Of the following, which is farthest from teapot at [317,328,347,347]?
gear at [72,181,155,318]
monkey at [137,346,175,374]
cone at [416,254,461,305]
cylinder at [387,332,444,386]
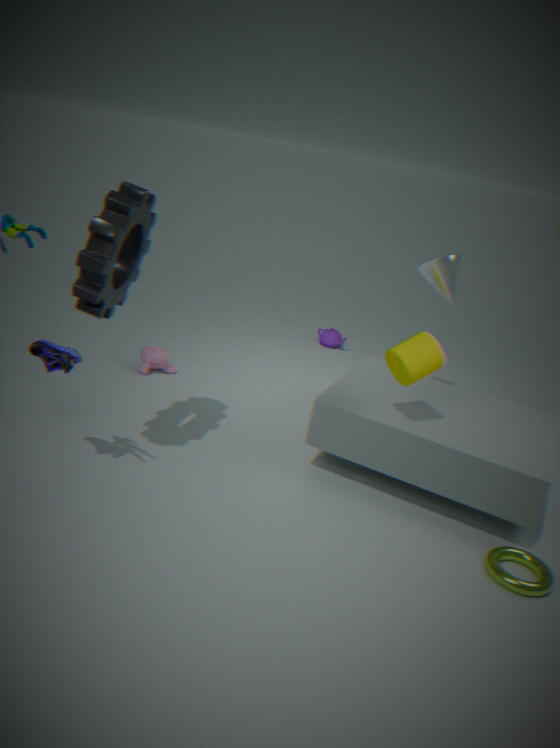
gear at [72,181,155,318]
